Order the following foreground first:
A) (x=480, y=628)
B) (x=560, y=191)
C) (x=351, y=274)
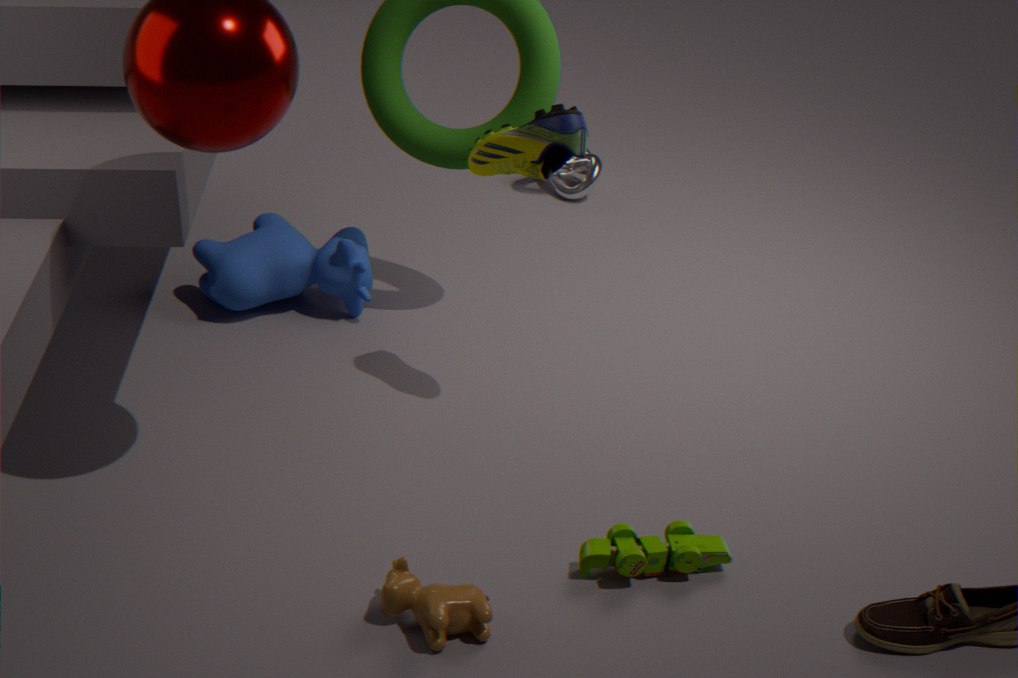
(x=480, y=628)
(x=351, y=274)
(x=560, y=191)
